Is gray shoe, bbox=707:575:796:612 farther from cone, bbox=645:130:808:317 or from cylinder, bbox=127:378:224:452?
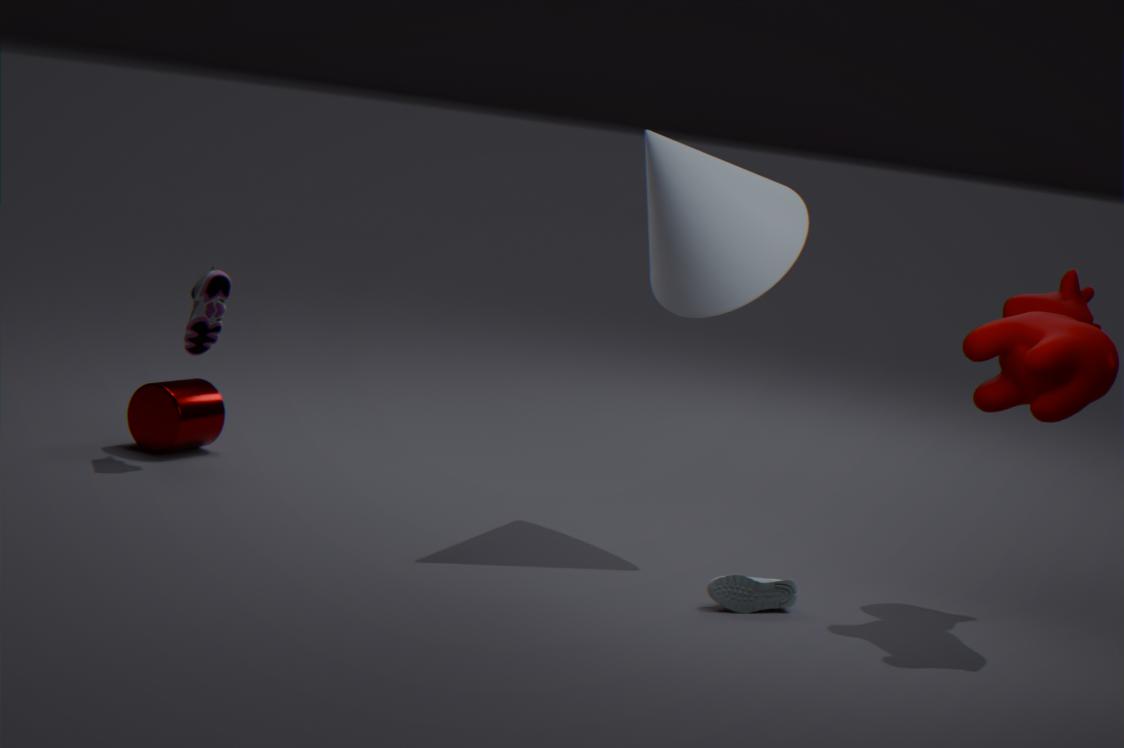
cylinder, bbox=127:378:224:452
